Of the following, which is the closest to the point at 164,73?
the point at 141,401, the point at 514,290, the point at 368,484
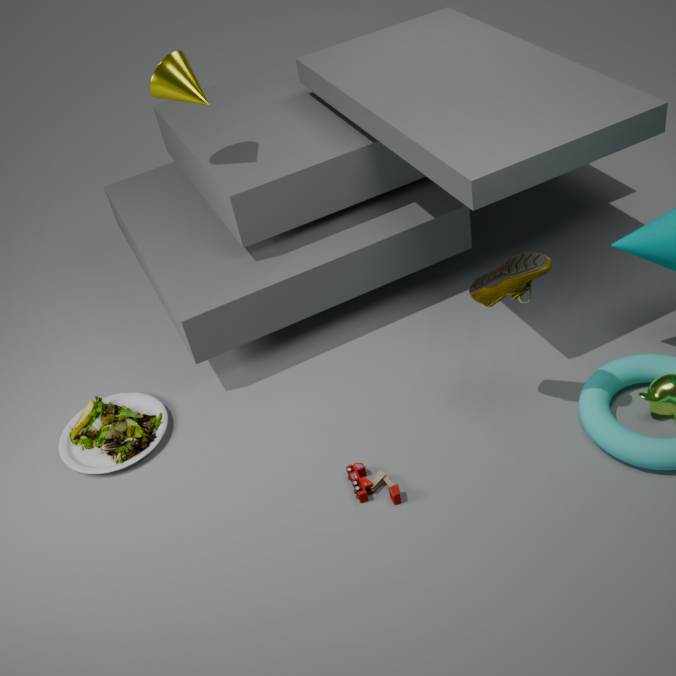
the point at 141,401
